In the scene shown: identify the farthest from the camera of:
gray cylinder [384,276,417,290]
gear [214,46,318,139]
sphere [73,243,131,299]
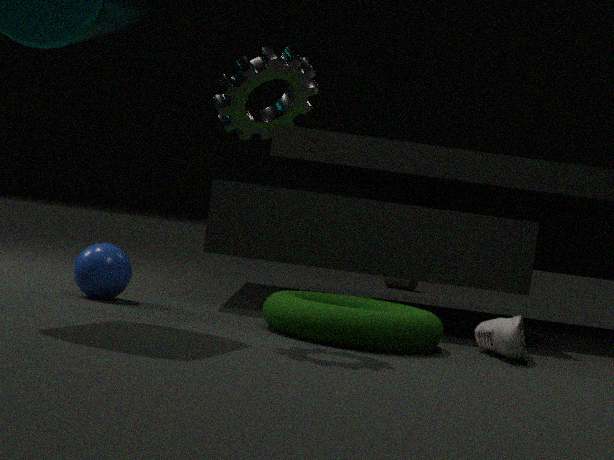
gray cylinder [384,276,417,290]
